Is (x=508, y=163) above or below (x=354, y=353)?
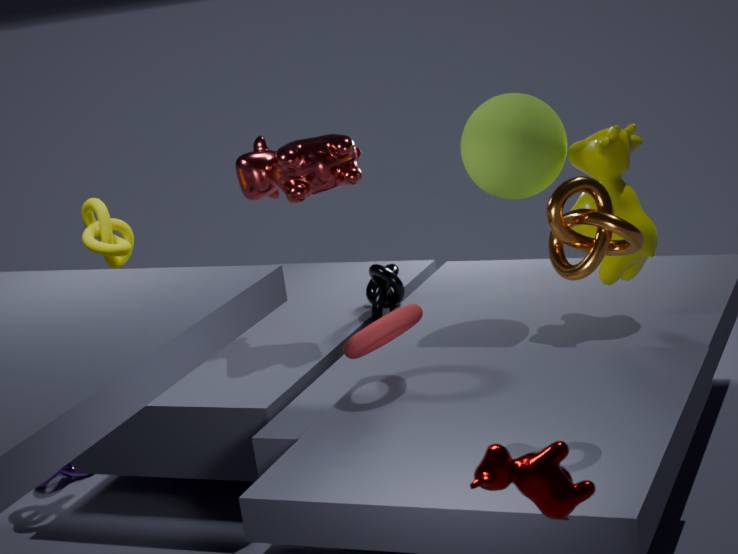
above
